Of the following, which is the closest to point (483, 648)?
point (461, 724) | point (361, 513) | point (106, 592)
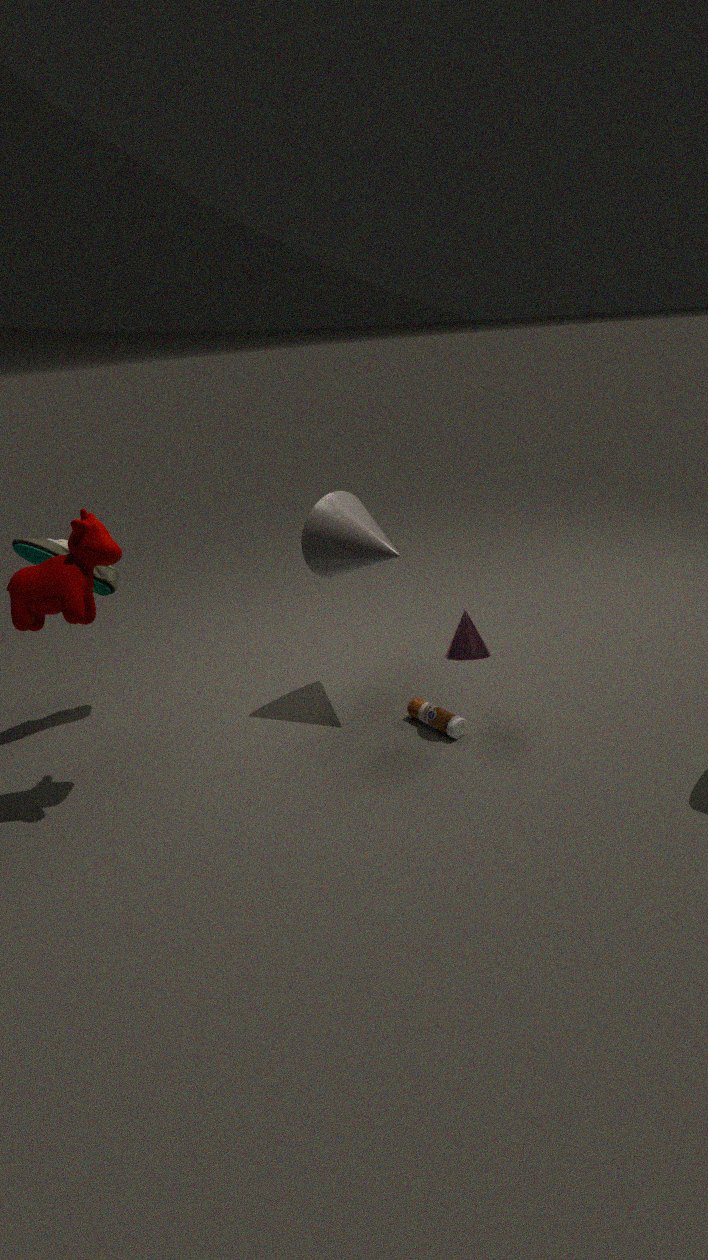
point (461, 724)
